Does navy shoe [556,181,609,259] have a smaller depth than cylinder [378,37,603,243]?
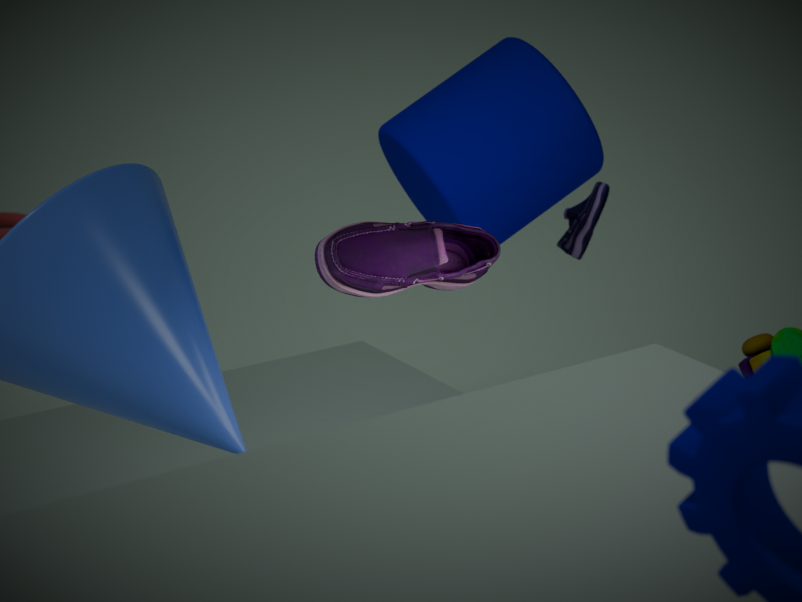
No
